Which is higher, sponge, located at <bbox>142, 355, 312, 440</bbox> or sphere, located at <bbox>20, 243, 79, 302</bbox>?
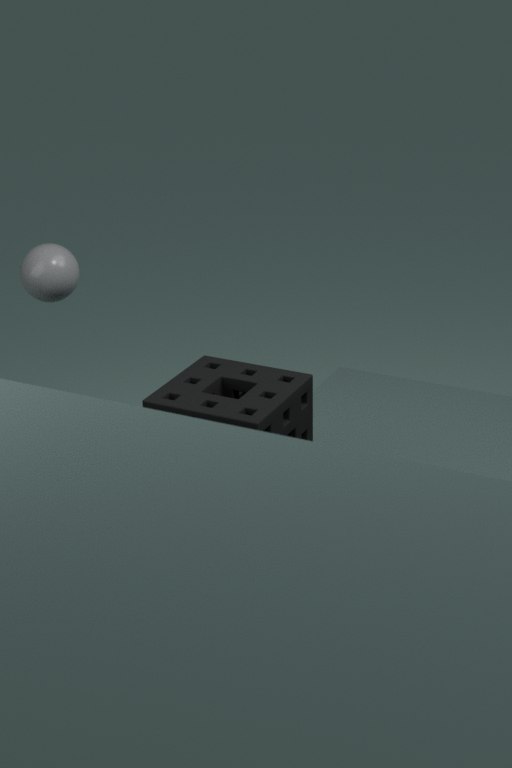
sphere, located at <bbox>20, 243, 79, 302</bbox>
